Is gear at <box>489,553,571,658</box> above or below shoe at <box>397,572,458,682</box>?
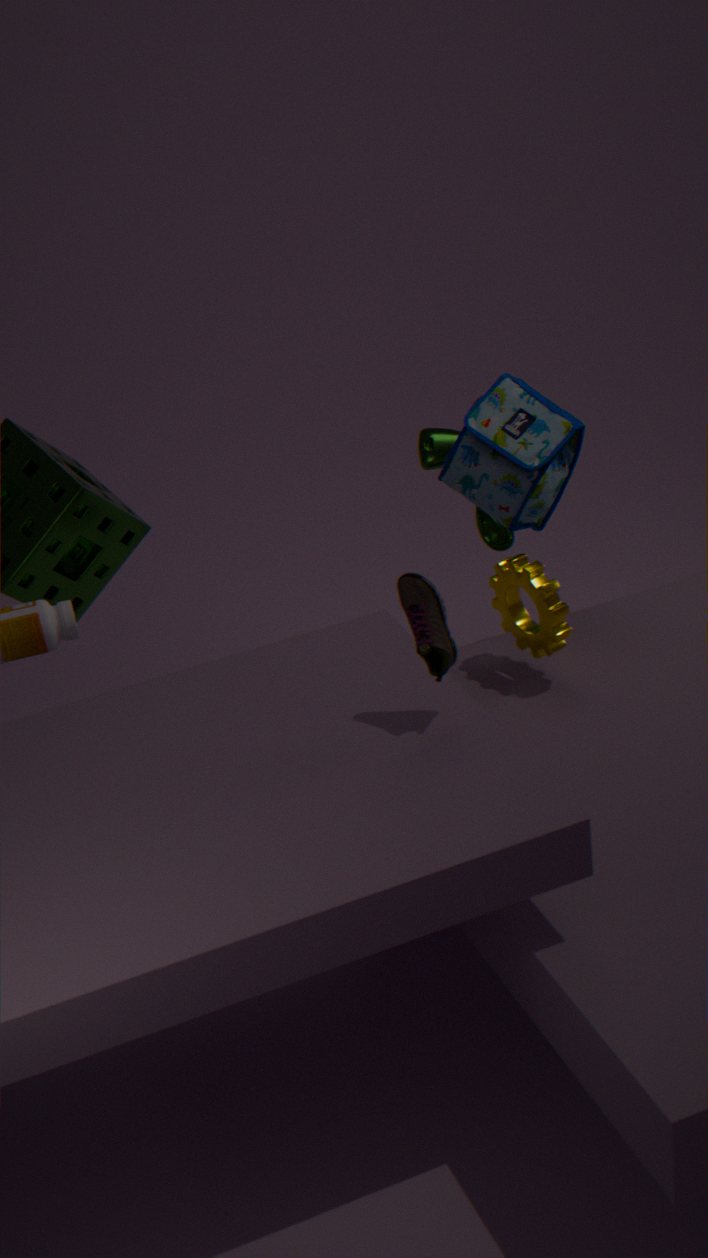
below
